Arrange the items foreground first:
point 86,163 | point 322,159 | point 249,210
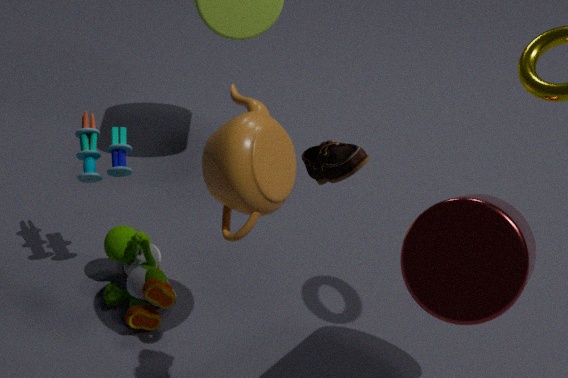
1. point 322,159
2. point 249,210
3. point 86,163
